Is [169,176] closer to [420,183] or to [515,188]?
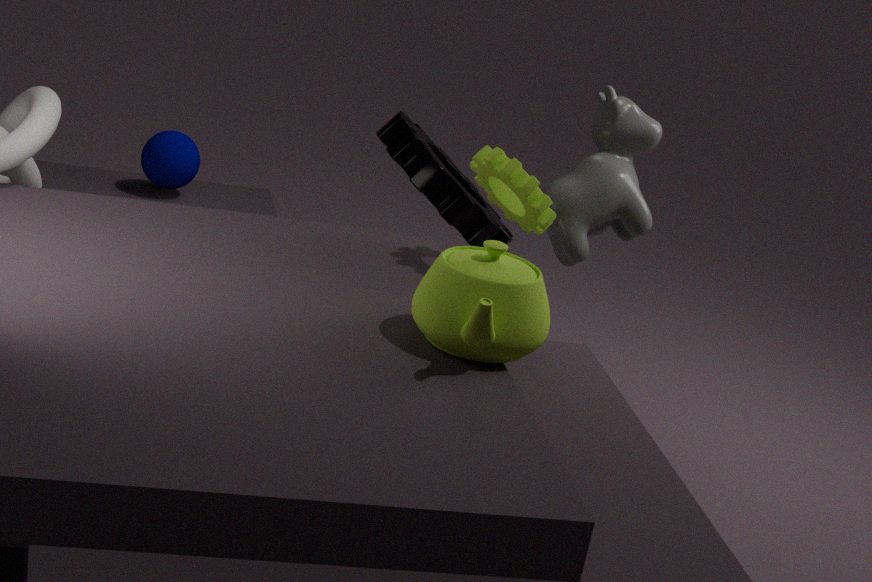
[420,183]
